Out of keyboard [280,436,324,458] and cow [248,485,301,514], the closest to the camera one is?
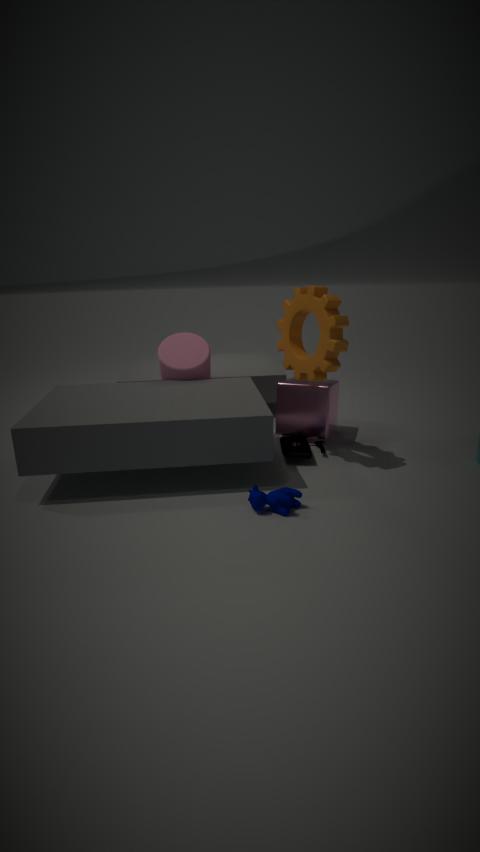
cow [248,485,301,514]
